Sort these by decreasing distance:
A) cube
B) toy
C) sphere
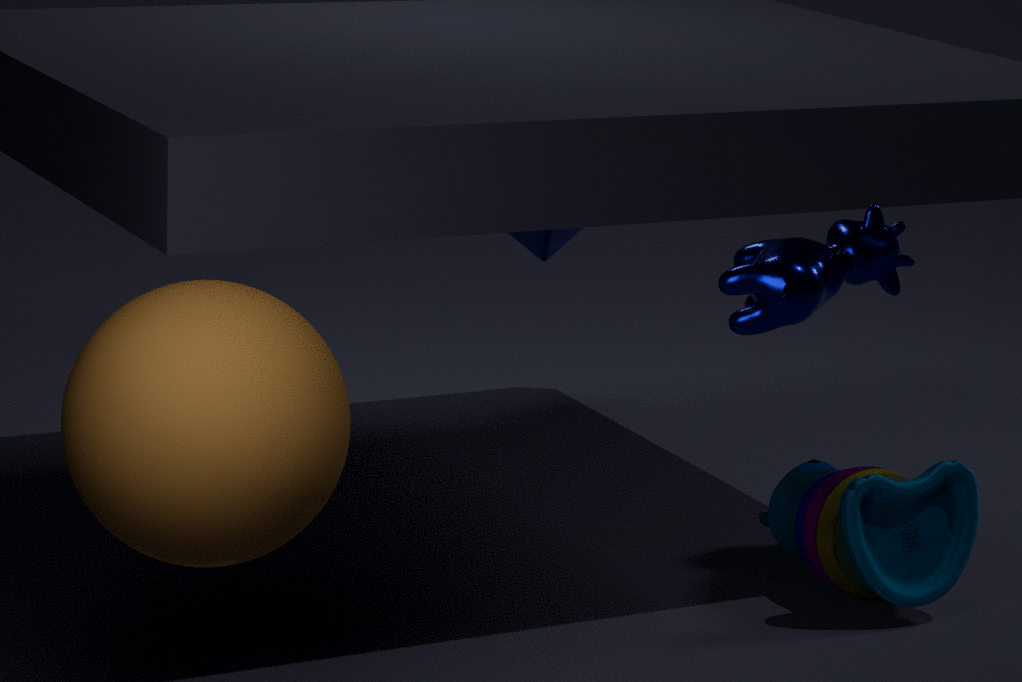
1. cube
2. toy
3. sphere
